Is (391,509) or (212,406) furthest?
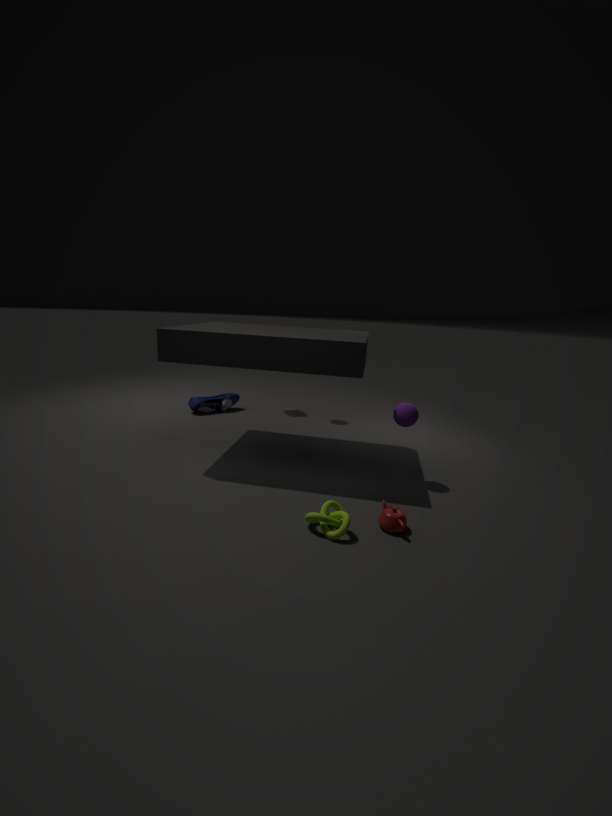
(212,406)
